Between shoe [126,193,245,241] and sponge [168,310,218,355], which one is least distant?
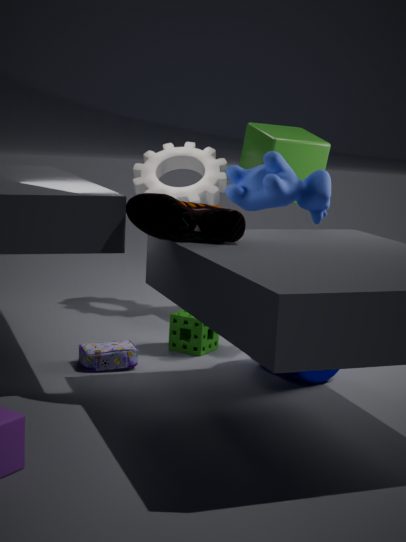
shoe [126,193,245,241]
